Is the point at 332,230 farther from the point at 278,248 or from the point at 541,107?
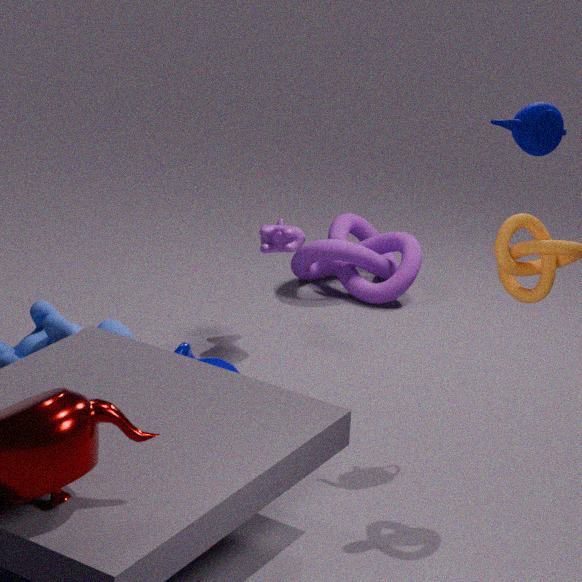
the point at 541,107
